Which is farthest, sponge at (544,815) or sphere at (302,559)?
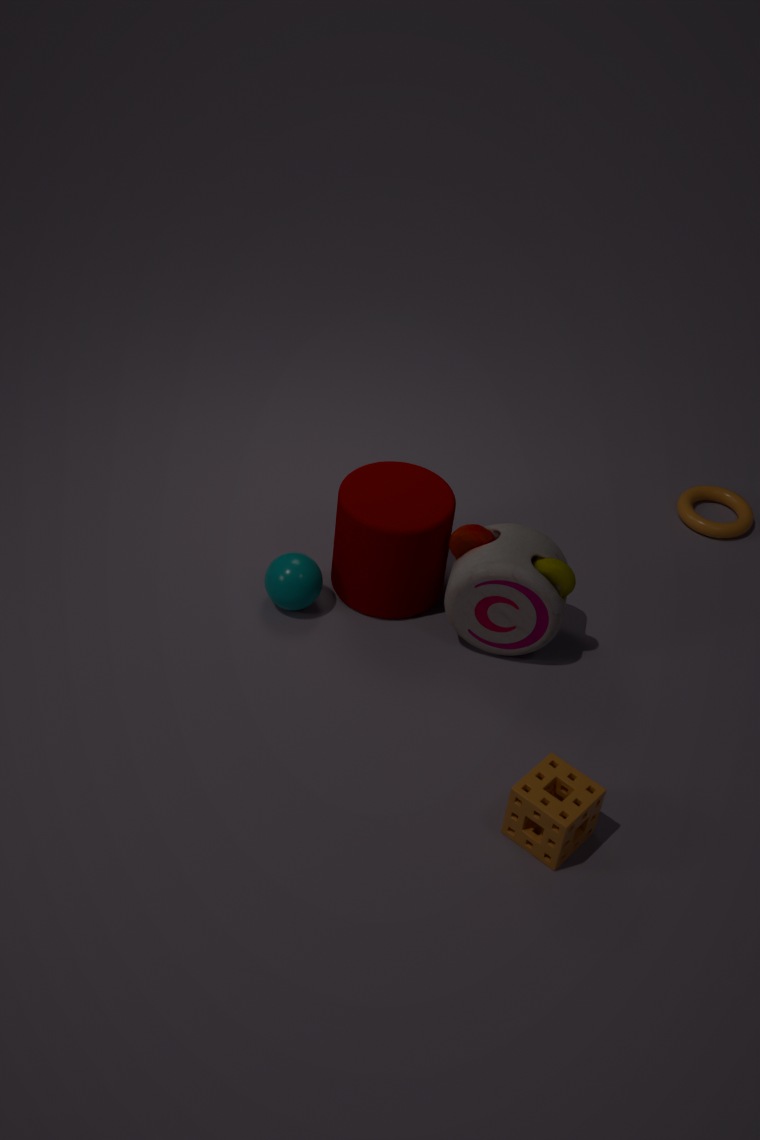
sphere at (302,559)
